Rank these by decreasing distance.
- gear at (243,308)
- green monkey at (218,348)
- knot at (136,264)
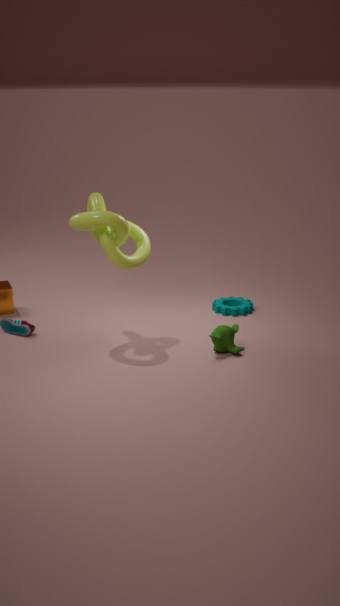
gear at (243,308)
green monkey at (218,348)
knot at (136,264)
